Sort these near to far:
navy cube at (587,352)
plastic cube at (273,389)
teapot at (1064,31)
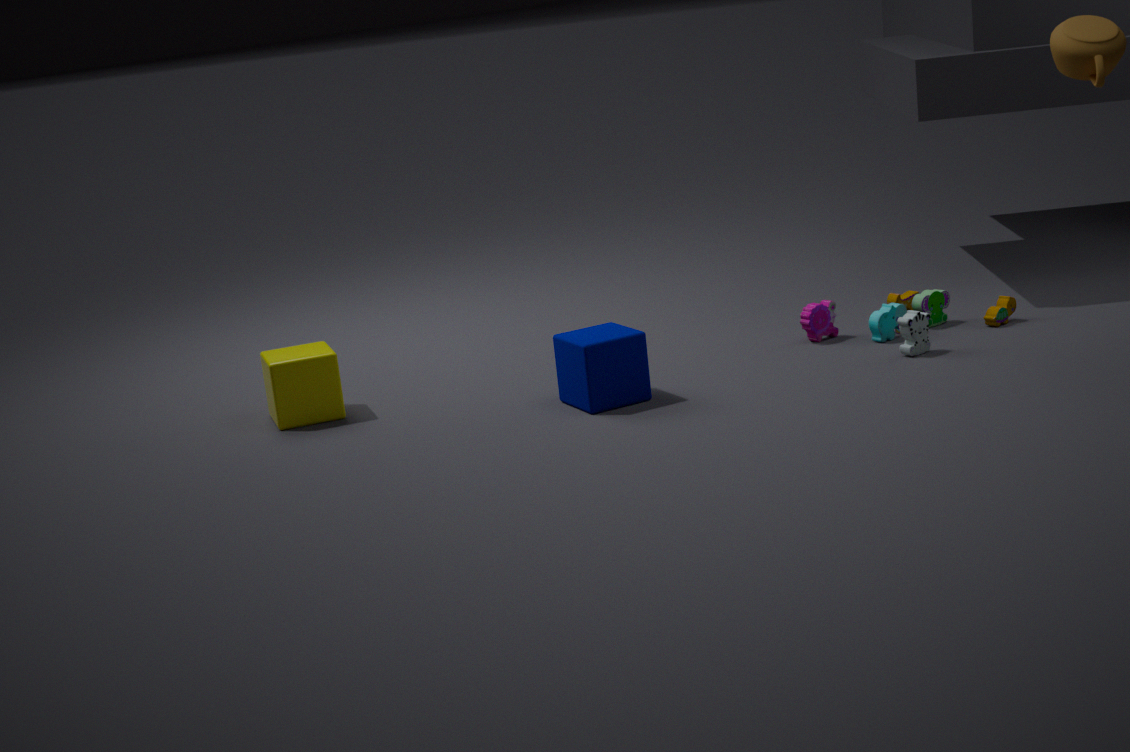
teapot at (1064,31) < navy cube at (587,352) < plastic cube at (273,389)
